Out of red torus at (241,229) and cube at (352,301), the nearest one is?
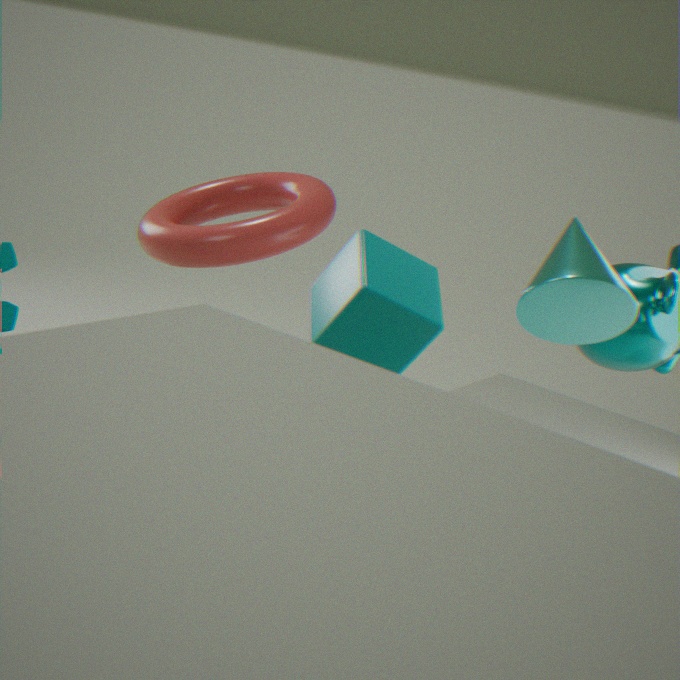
cube at (352,301)
